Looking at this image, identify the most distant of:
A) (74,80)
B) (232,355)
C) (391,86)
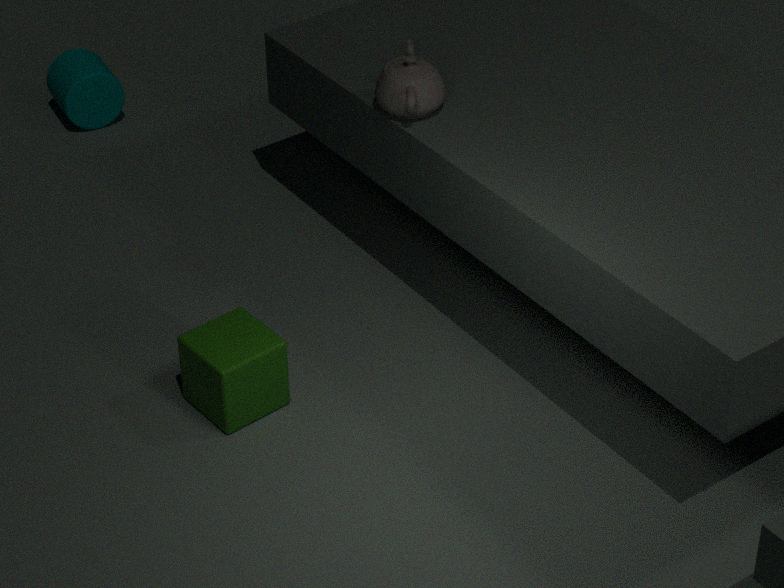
(74,80)
